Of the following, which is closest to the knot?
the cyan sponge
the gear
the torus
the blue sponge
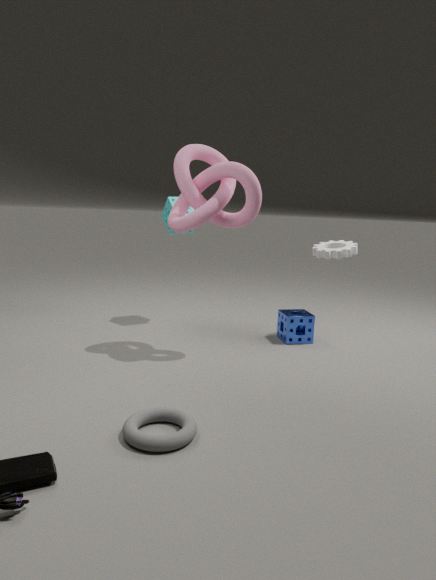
the cyan sponge
